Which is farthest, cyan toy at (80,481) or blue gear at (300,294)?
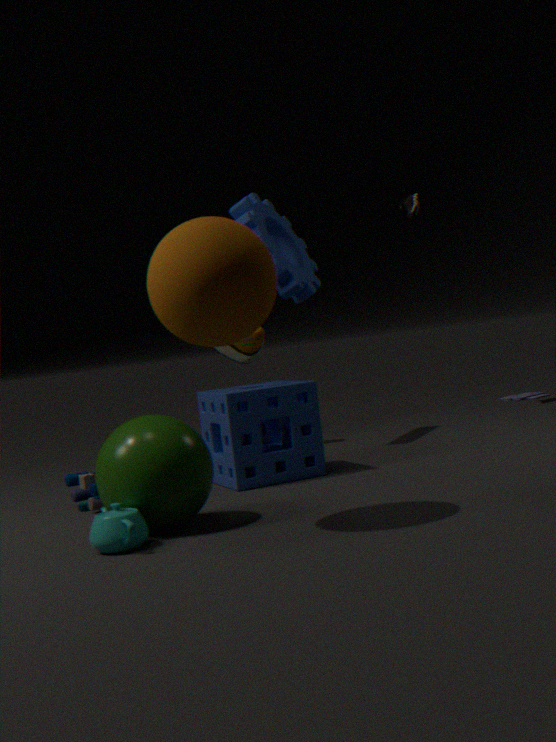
blue gear at (300,294)
